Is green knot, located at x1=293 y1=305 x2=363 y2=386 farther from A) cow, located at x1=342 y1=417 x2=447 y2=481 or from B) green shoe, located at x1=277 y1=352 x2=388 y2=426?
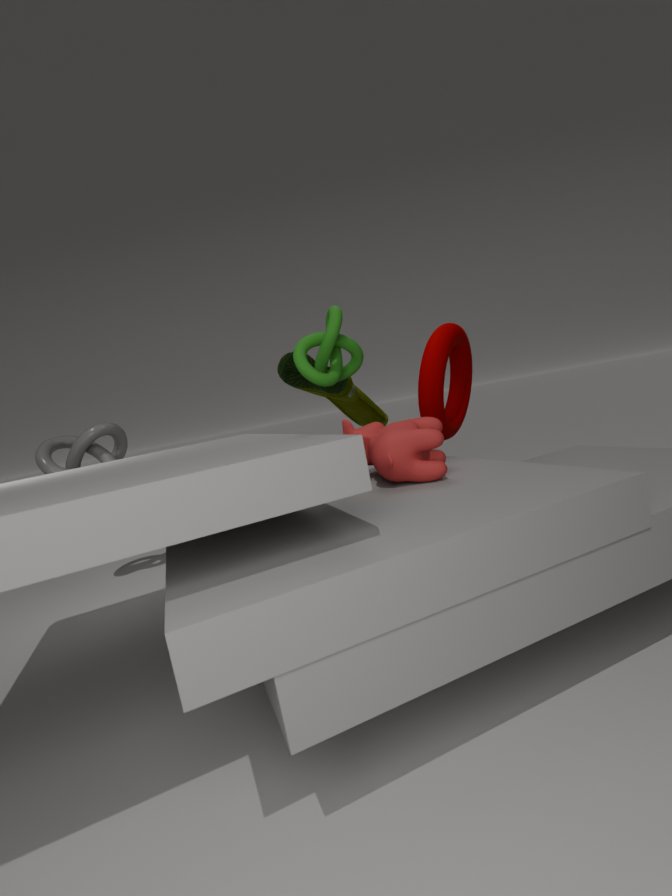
B) green shoe, located at x1=277 y1=352 x2=388 y2=426
